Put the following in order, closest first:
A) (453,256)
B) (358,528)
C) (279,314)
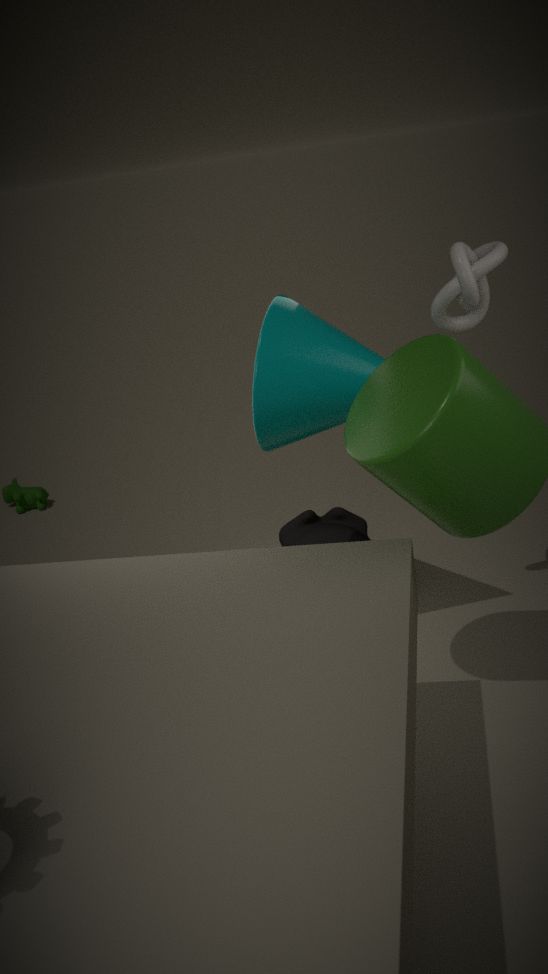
1. (453,256)
2. (279,314)
3. (358,528)
